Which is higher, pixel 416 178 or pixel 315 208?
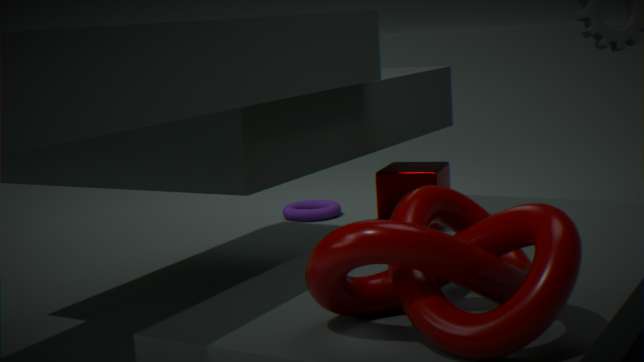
Answer: pixel 416 178
